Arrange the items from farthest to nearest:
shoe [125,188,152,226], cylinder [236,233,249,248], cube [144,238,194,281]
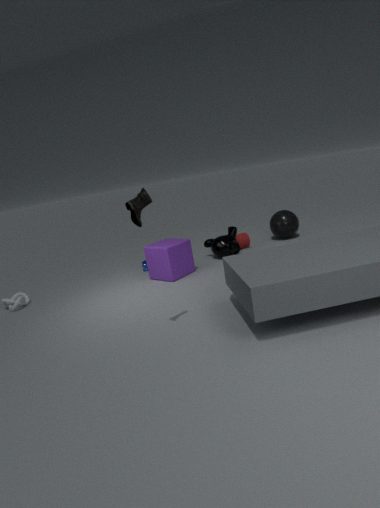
cylinder [236,233,249,248]
cube [144,238,194,281]
shoe [125,188,152,226]
